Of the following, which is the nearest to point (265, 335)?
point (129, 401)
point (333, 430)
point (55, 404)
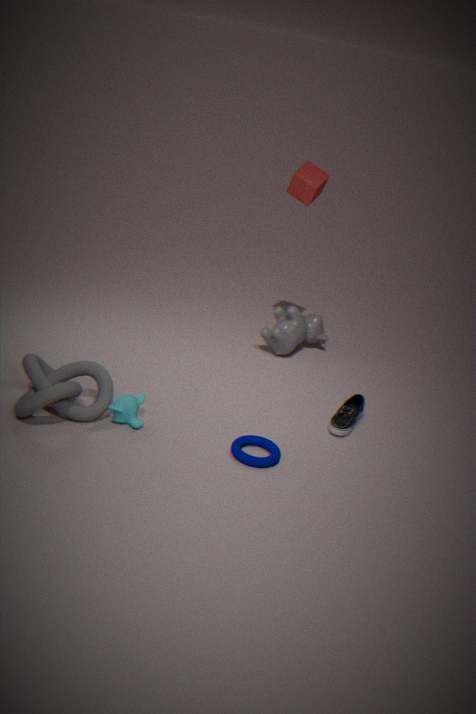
point (333, 430)
